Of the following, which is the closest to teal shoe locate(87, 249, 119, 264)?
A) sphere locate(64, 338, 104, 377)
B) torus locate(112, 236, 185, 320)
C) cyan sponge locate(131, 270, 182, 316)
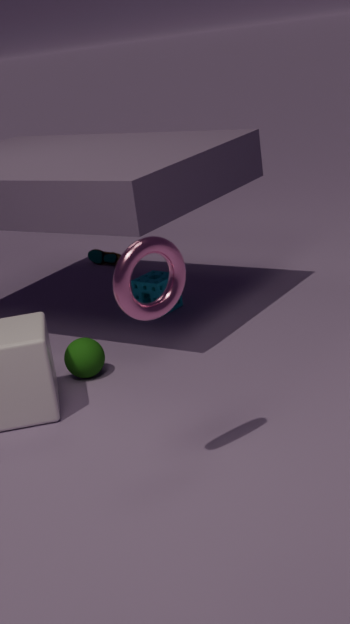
cyan sponge locate(131, 270, 182, 316)
